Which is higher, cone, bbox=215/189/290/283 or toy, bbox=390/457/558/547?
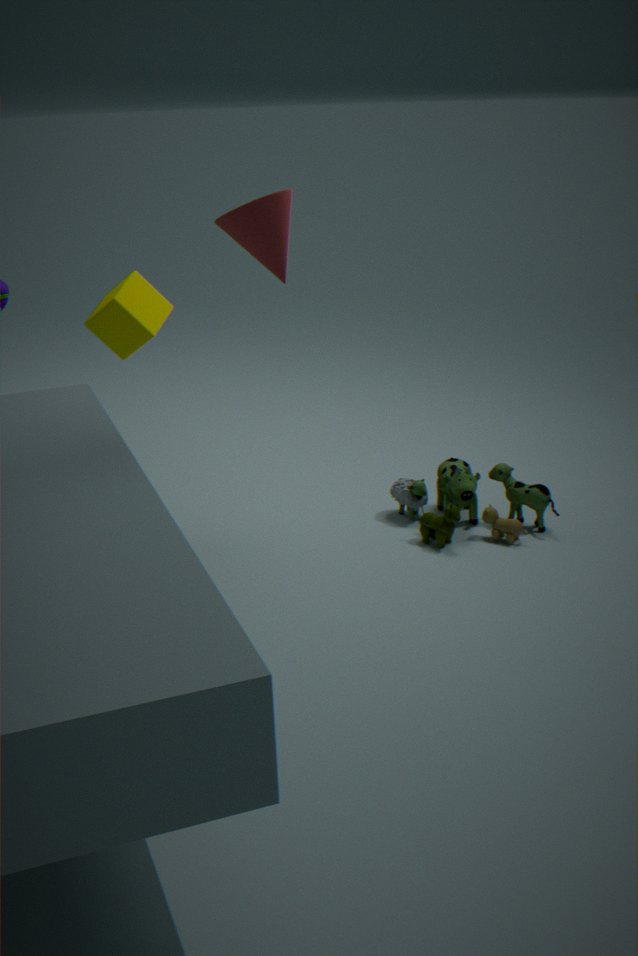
cone, bbox=215/189/290/283
